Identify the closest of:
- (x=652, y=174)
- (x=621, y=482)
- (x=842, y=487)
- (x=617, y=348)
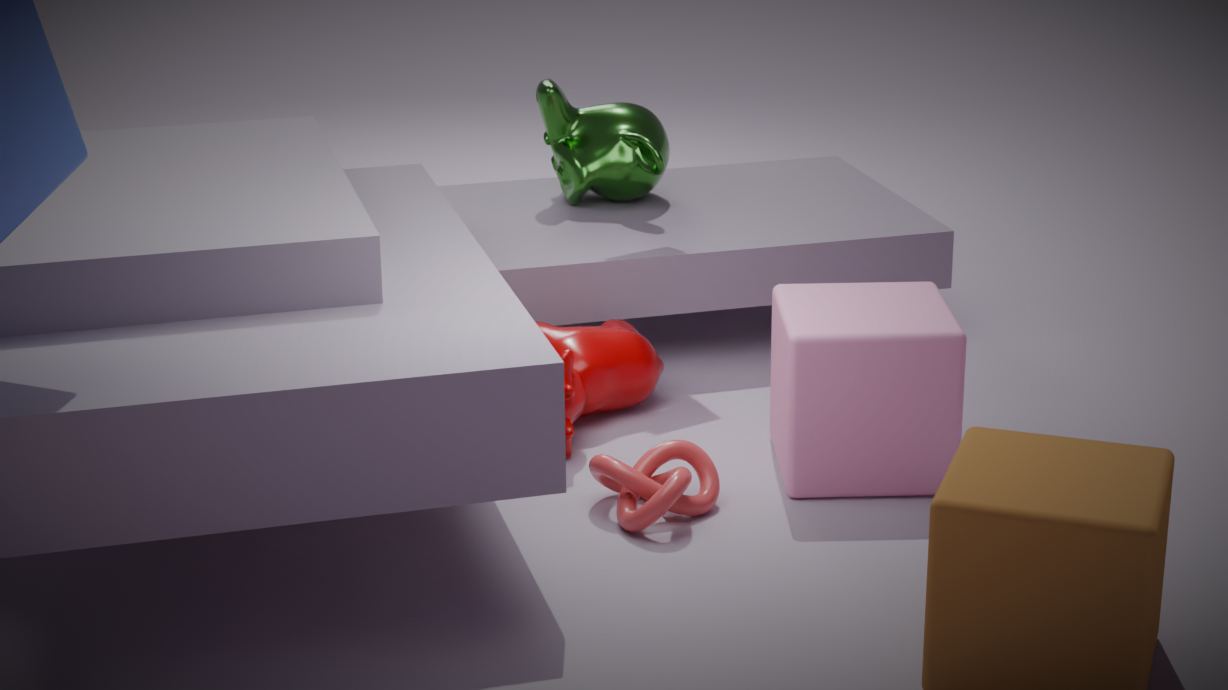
(x=621, y=482)
